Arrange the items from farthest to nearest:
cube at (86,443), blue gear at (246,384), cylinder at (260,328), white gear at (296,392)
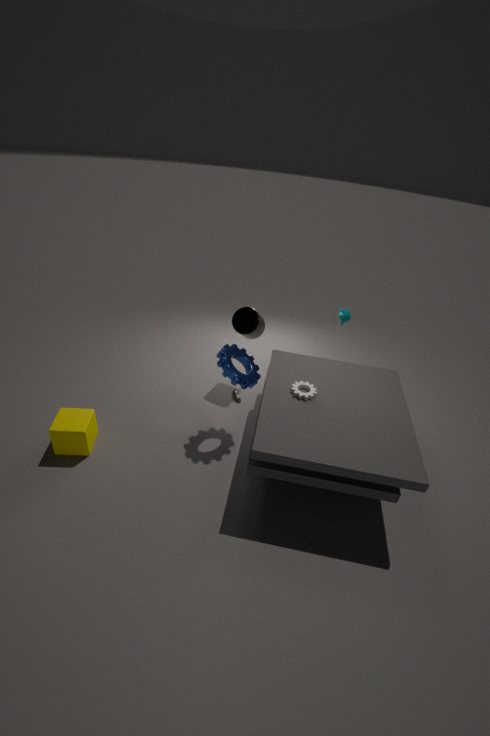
cylinder at (260,328)
blue gear at (246,384)
white gear at (296,392)
cube at (86,443)
